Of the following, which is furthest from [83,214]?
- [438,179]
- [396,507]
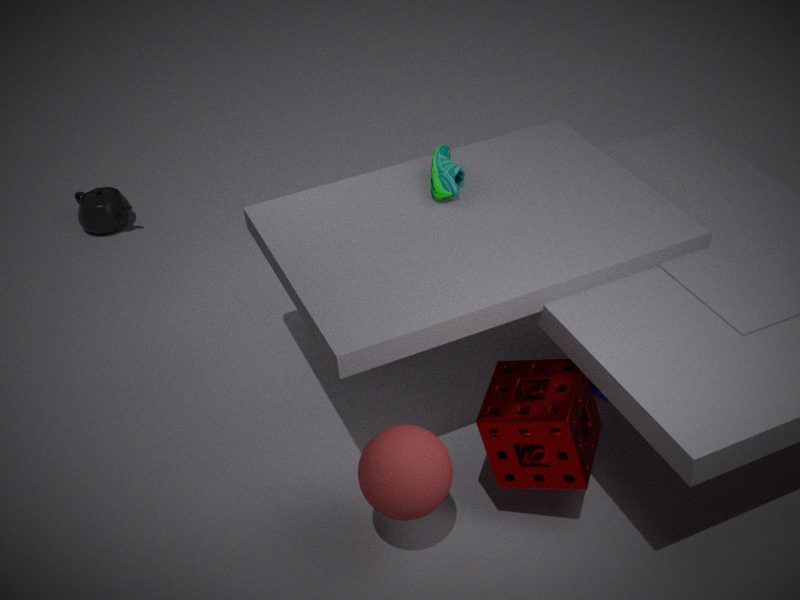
[396,507]
